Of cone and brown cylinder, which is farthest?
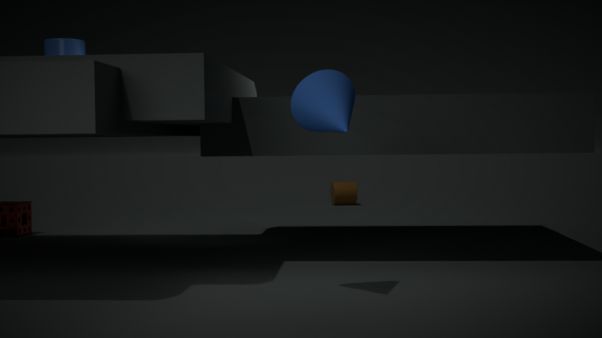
brown cylinder
